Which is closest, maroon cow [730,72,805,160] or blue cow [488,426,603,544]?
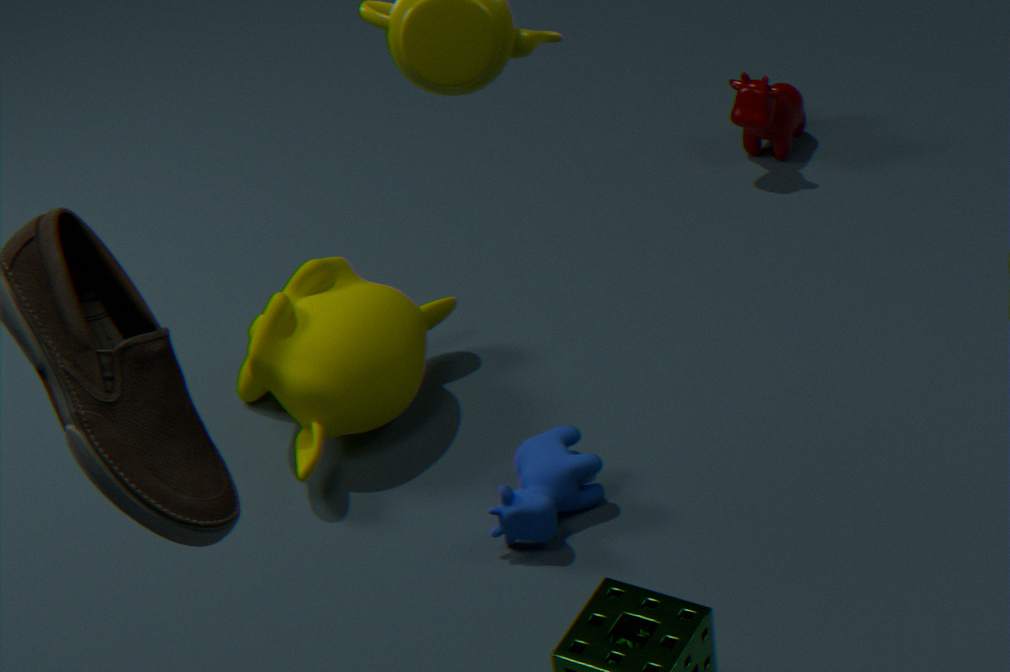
blue cow [488,426,603,544]
